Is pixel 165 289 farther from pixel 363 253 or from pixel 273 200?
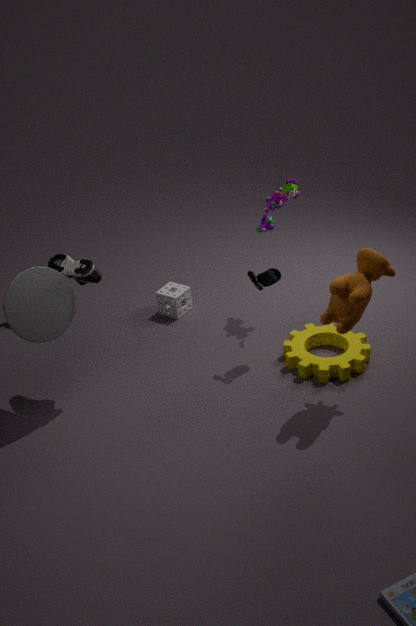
pixel 363 253
